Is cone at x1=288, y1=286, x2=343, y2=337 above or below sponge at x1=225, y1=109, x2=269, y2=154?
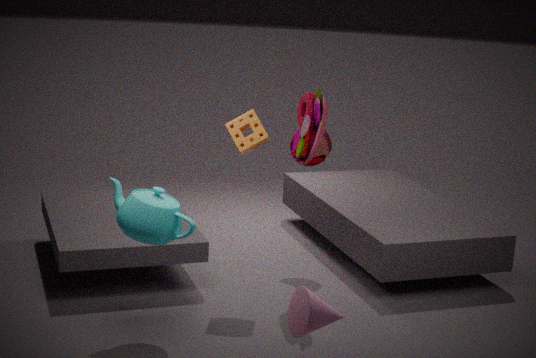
below
